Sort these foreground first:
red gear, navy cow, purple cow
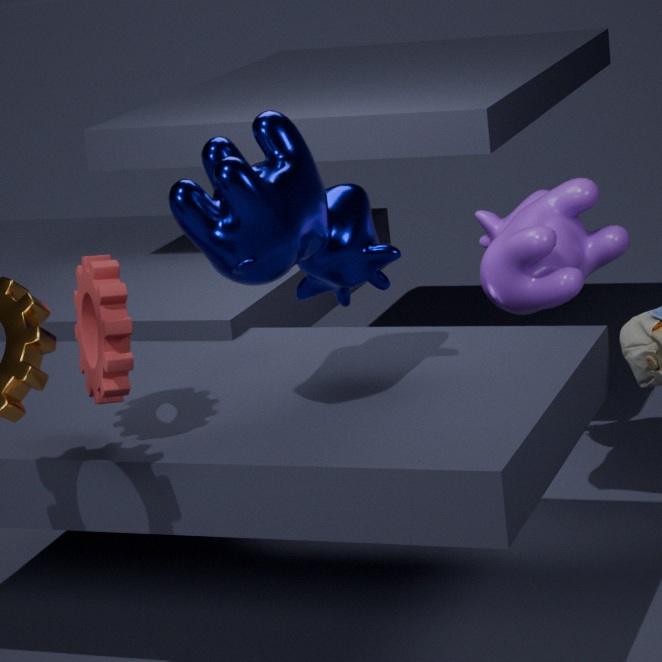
navy cow, red gear, purple cow
